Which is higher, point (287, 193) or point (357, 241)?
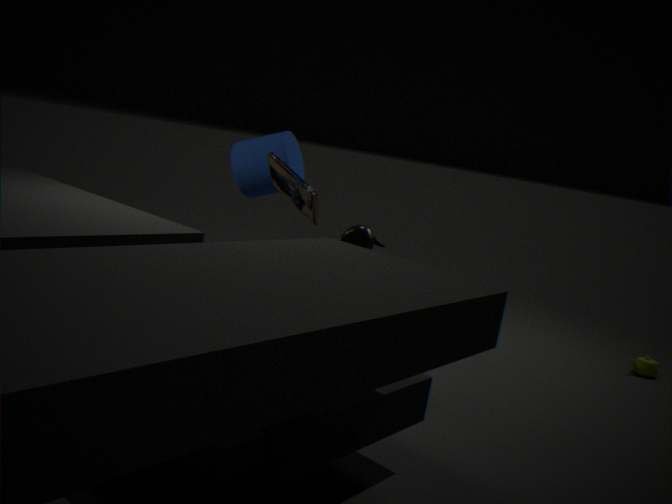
point (287, 193)
